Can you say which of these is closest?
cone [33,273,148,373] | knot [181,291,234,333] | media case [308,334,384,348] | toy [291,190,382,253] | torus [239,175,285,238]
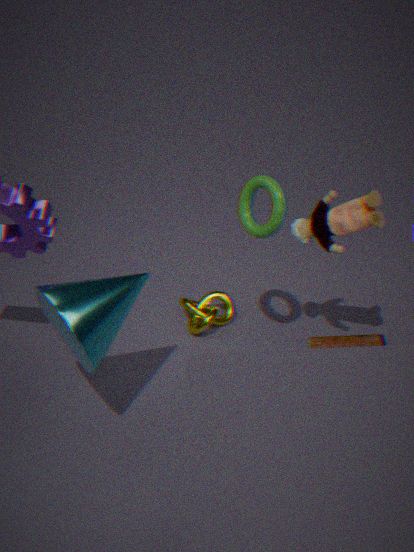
cone [33,273,148,373]
